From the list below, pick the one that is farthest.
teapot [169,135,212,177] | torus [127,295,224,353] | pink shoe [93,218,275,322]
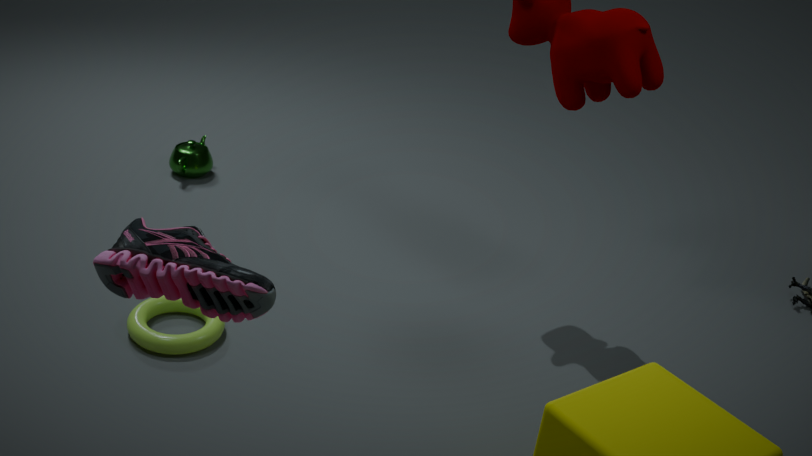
teapot [169,135,212,177]
